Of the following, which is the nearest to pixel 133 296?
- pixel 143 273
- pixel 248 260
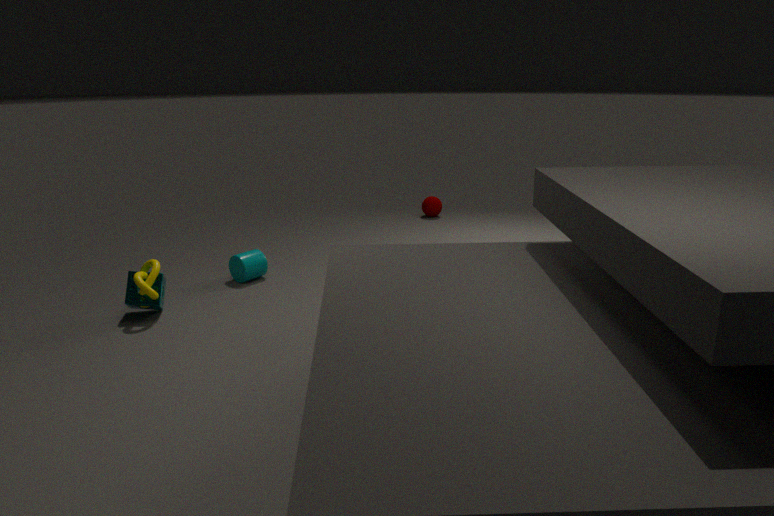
pixel 143 273
